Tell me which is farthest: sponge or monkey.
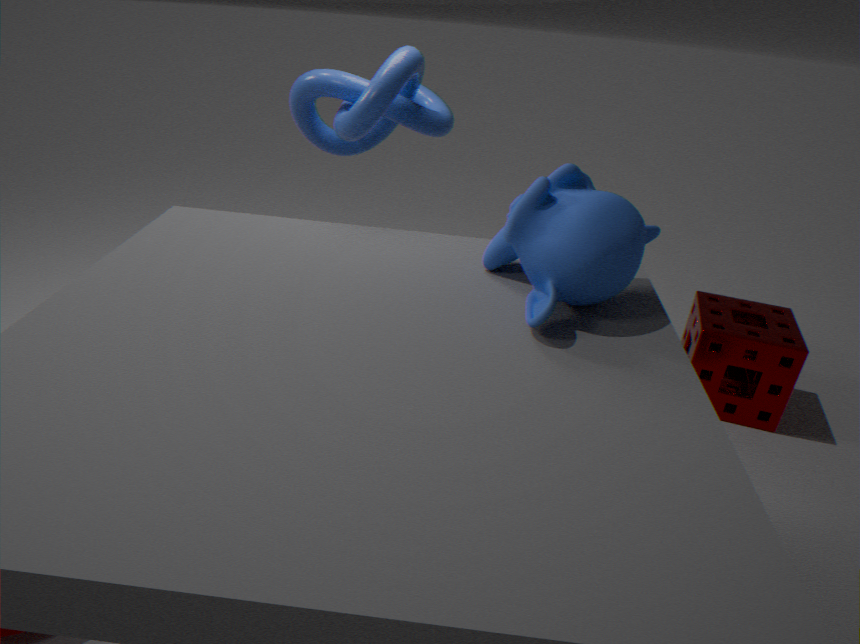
sponge
